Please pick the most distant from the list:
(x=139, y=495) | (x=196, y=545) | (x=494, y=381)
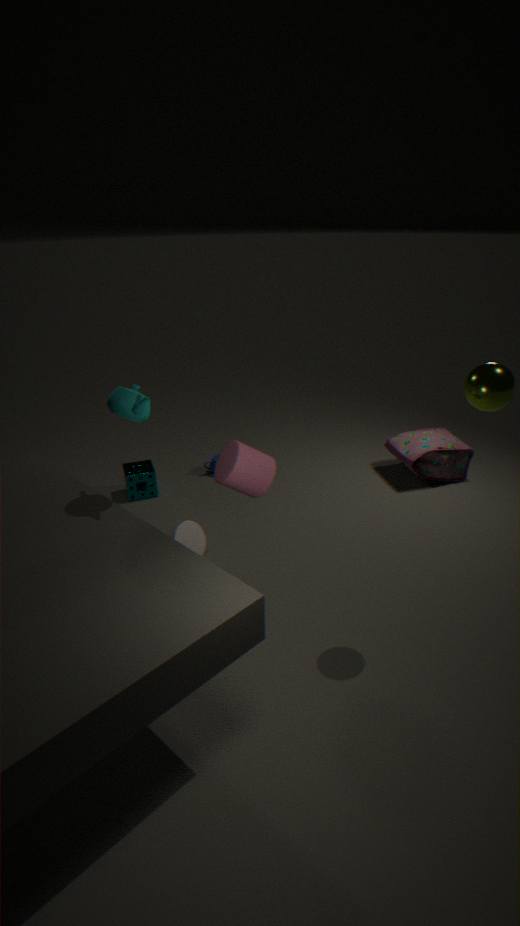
(x=139, y=495)
